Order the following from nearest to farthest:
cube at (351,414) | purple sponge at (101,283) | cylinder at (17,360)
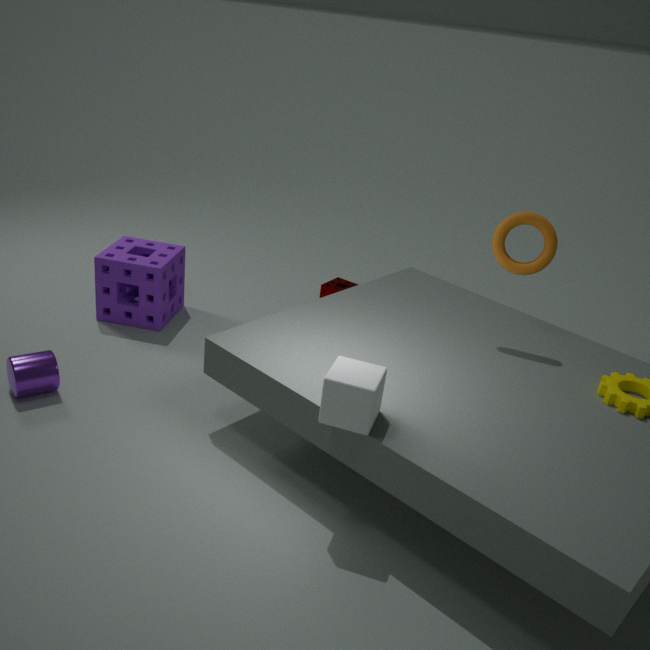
cube at (351,414) < cylinder at (17,360) < purple sponge at (101,283)
